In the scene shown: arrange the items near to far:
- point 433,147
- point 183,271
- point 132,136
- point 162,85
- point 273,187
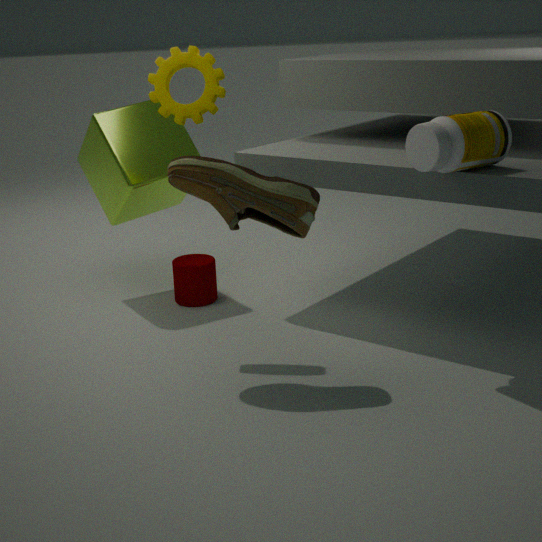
point 433,147 → point 273,187 → point 162,85 → point 132,136 → point 183,271
